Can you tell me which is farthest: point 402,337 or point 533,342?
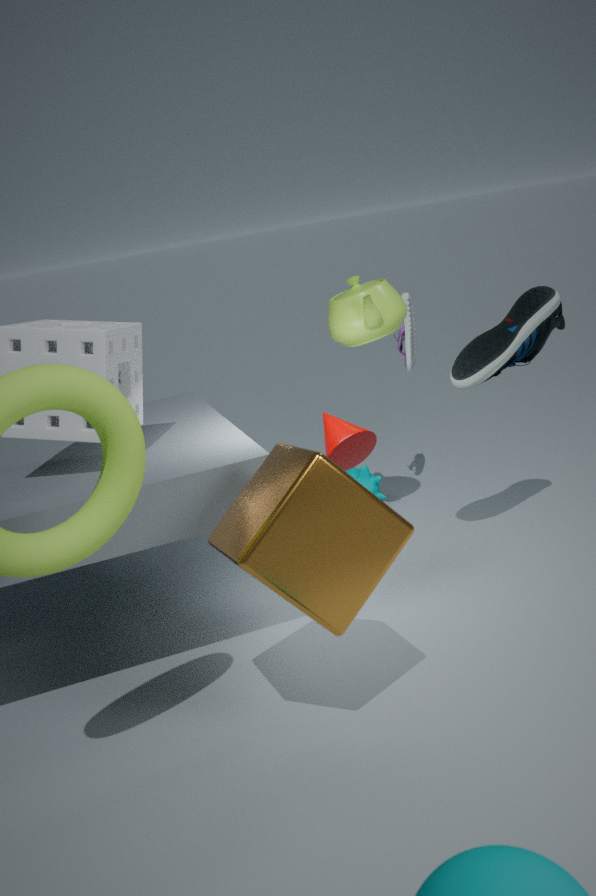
point 402,337
